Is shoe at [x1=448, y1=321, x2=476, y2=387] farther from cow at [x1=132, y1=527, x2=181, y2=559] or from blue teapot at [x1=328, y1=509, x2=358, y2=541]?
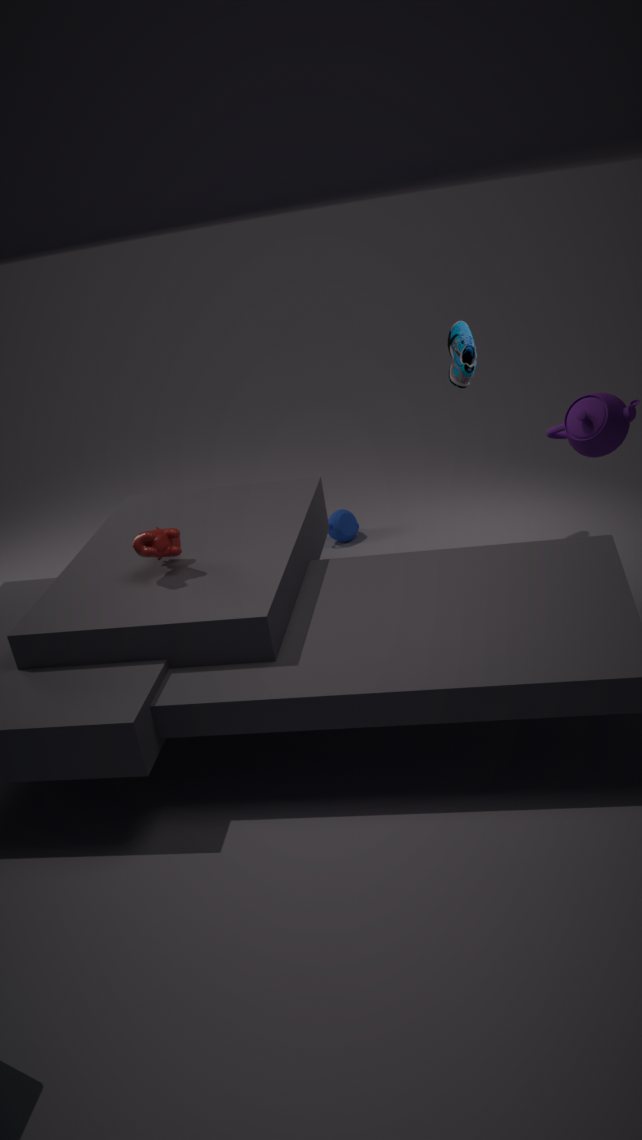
cow at [x1=132, y1=527, x2=181, y2=559]
